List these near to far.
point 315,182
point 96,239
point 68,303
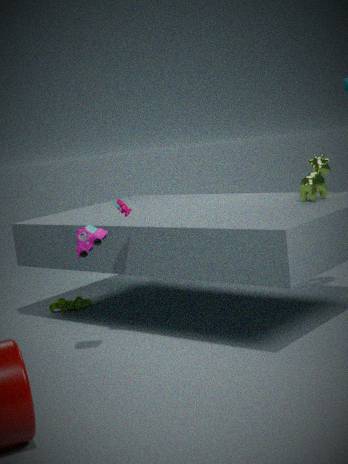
1. point 96,239
2. point 315,182
3. point 68,303
